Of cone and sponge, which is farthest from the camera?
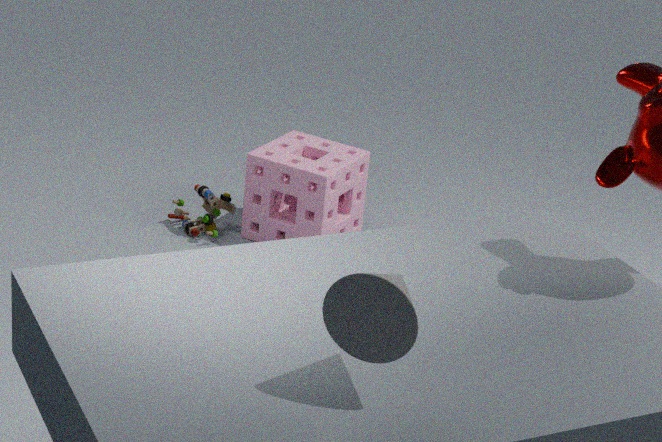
A: sponge
